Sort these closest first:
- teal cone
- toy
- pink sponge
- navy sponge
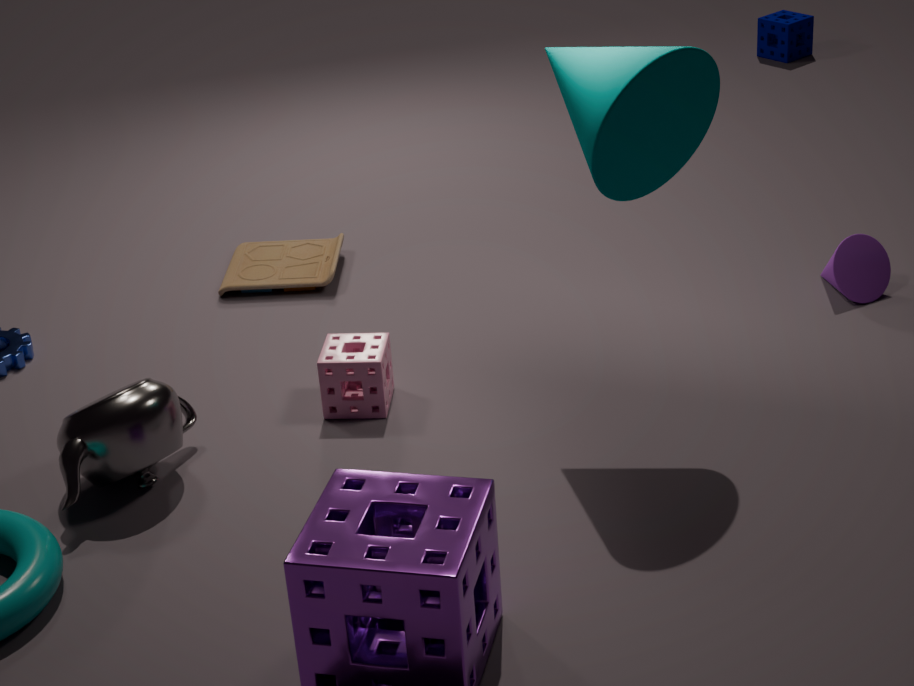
teal cone, pink sponge, toy, navy sponge
